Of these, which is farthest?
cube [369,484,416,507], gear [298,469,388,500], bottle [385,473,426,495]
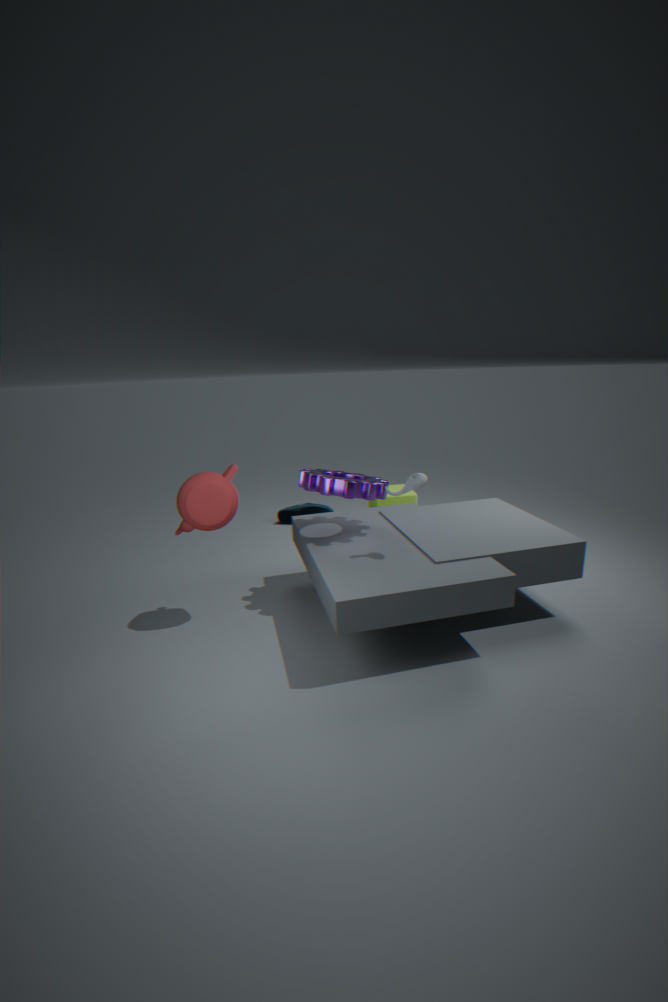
cube [369,484,416,507]
